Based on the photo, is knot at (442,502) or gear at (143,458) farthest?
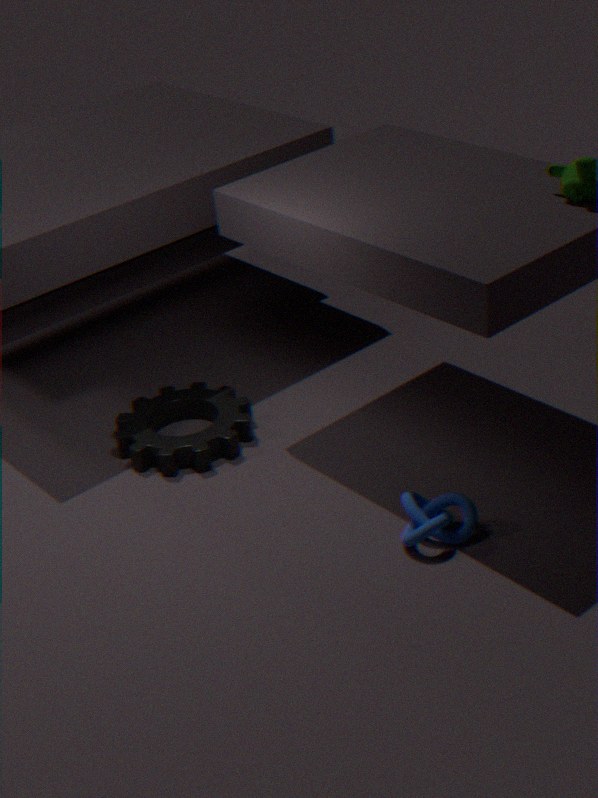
gear at (143,458)
